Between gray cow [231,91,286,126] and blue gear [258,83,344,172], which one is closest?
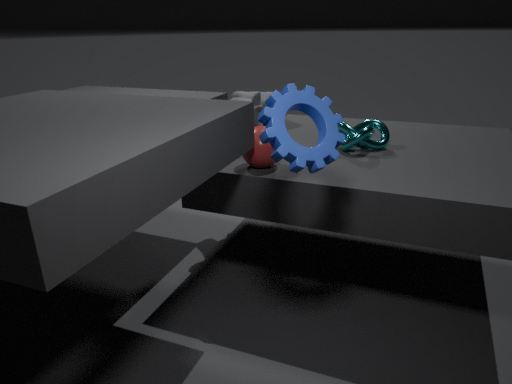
blue gear [258,83,344,172]
